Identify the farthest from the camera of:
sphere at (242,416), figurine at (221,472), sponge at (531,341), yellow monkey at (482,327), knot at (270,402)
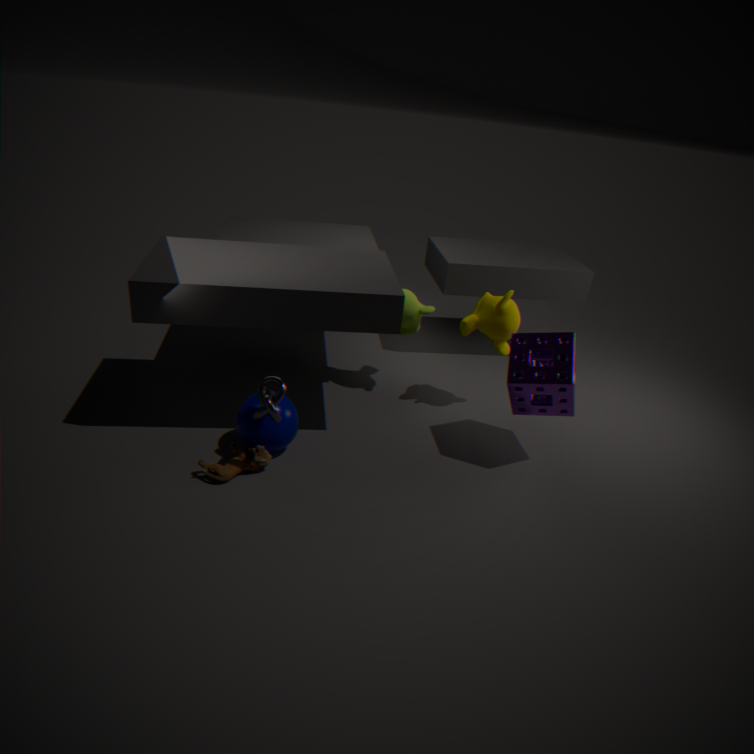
yellow monkey at (482,327)
